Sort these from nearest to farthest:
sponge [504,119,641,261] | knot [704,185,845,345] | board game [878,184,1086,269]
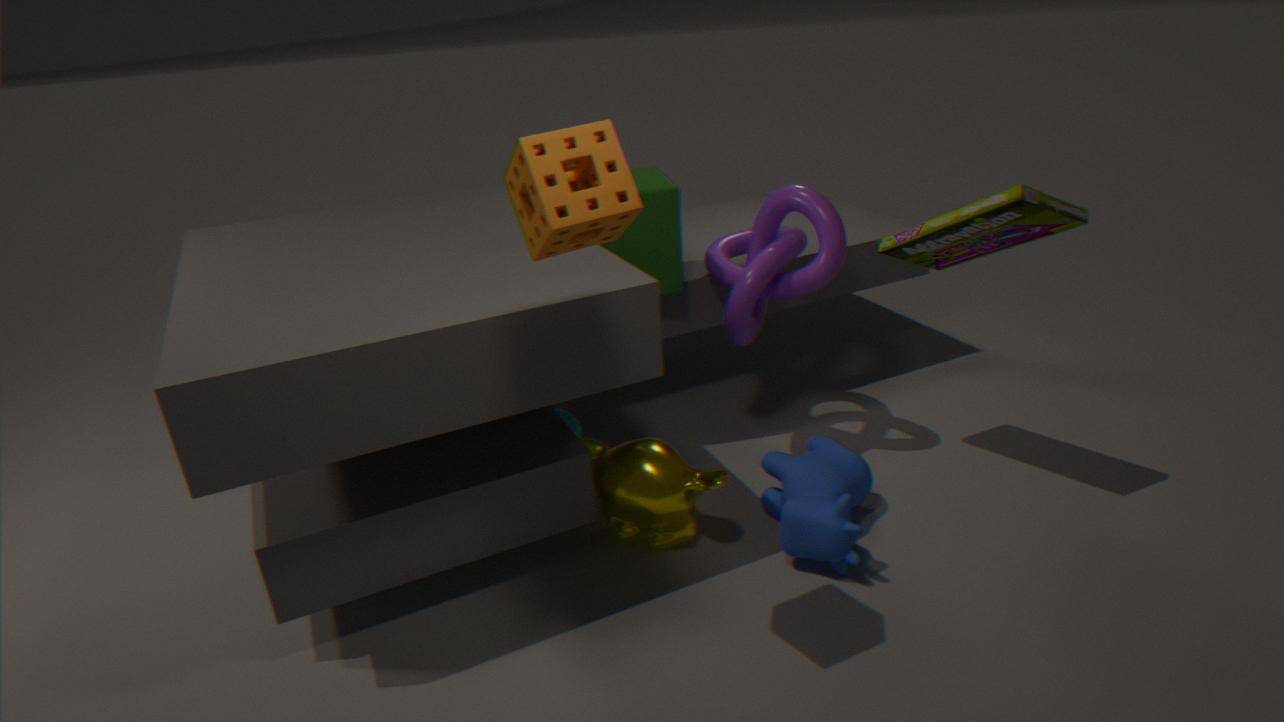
sponge [504,119,641,261]
board game [878,184,1086,269]
knot [704,185,845,345]
